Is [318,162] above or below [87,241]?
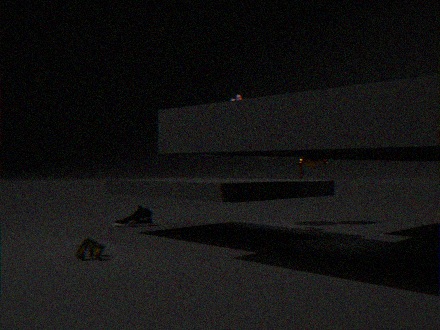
above
